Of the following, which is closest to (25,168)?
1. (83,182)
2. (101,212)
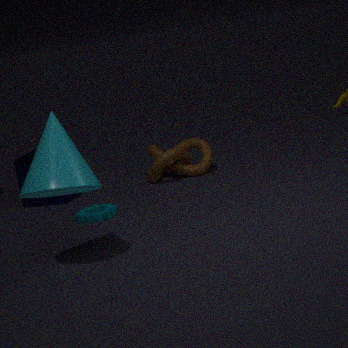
(101,212)
